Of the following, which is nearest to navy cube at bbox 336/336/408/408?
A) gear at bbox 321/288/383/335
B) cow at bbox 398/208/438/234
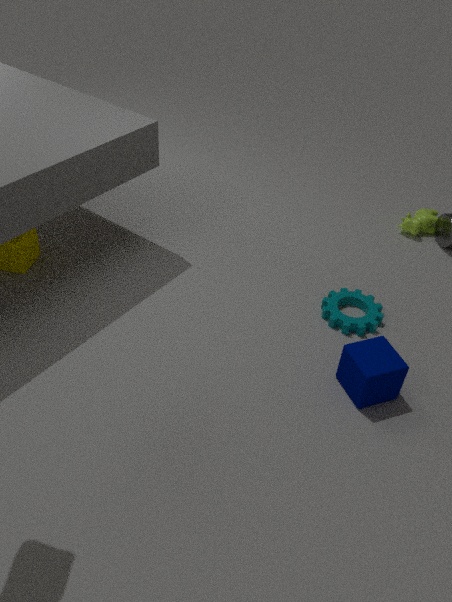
gear at bbox 321/288/383/335
